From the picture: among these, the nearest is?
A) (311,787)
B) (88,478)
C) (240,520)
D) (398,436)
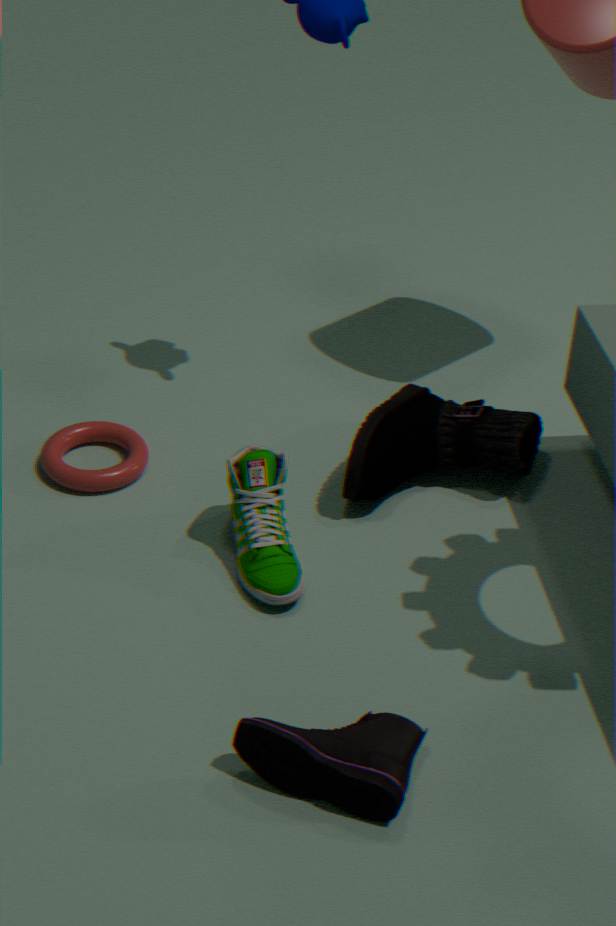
(311,787)
